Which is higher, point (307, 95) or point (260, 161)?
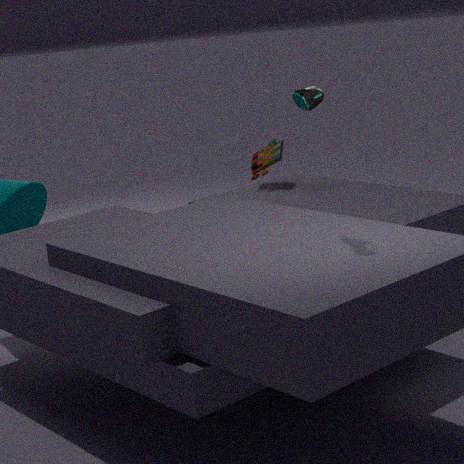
point (307, 95)
